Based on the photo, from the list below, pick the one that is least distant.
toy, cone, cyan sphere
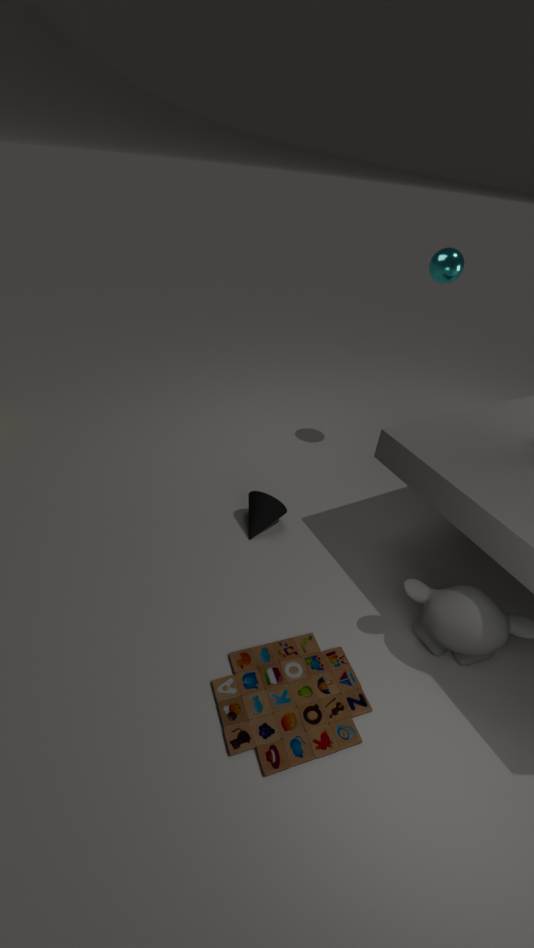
toy
